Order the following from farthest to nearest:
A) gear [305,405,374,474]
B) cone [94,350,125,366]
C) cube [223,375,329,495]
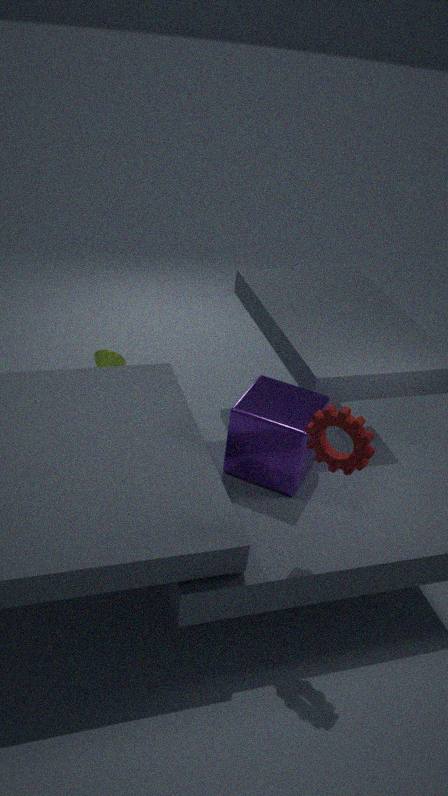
cone [94,350,125,366] → cube [223,375,329,495] → gear [305,405,374,474]
